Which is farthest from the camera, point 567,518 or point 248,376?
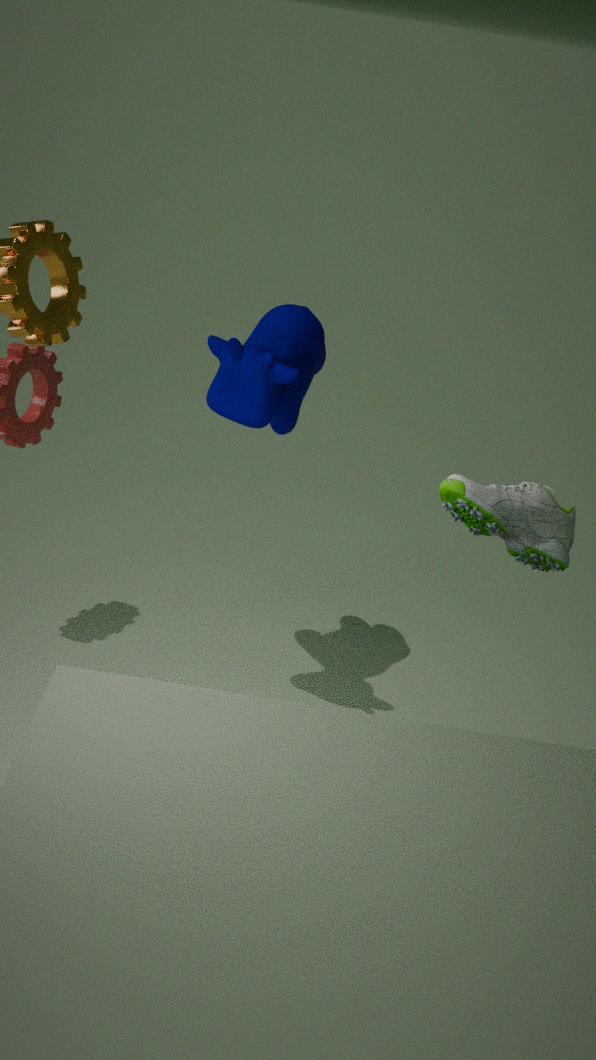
point 248,376
